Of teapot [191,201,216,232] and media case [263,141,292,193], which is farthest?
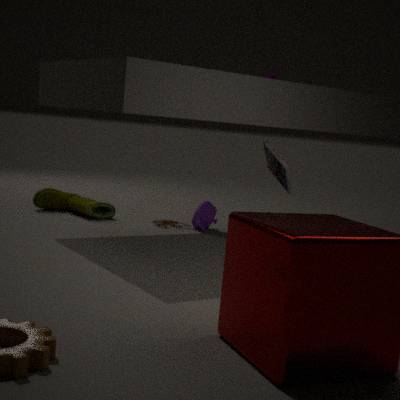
teapot [191,201,216,232]
